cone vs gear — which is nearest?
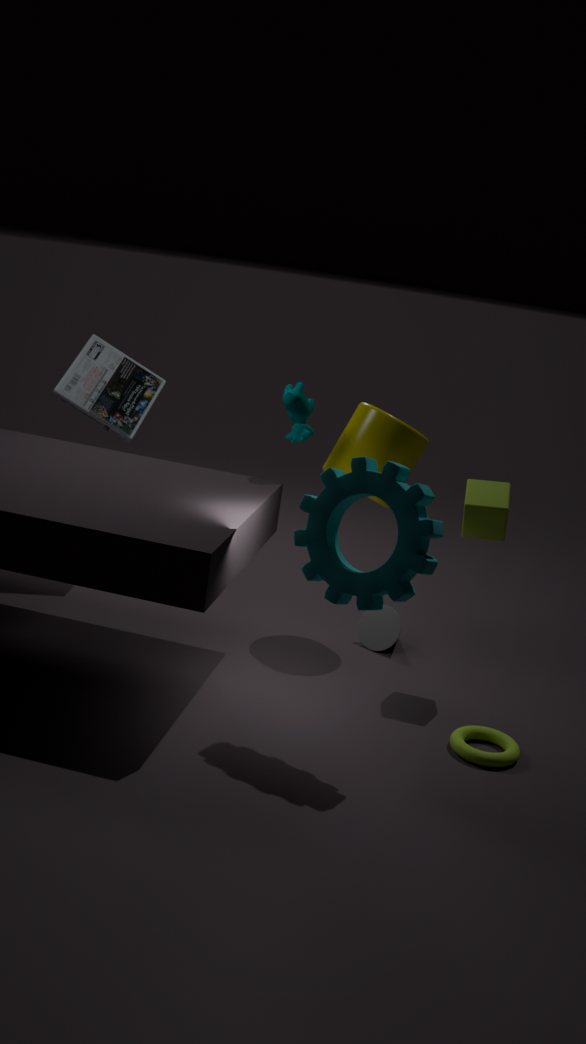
gear
